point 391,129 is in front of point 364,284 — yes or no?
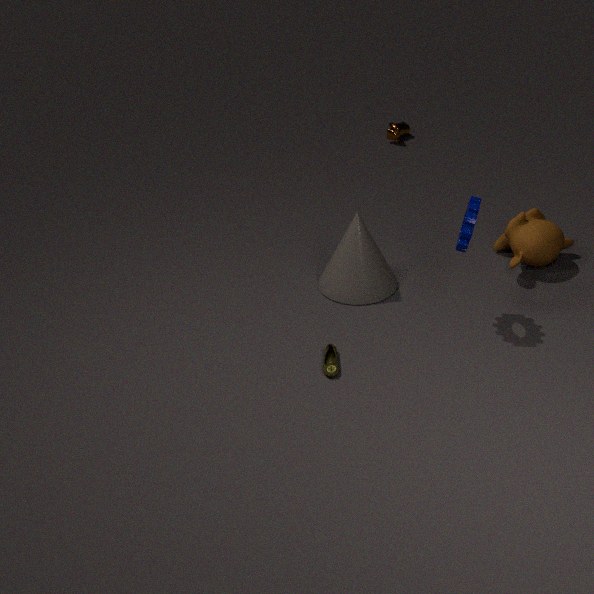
No
